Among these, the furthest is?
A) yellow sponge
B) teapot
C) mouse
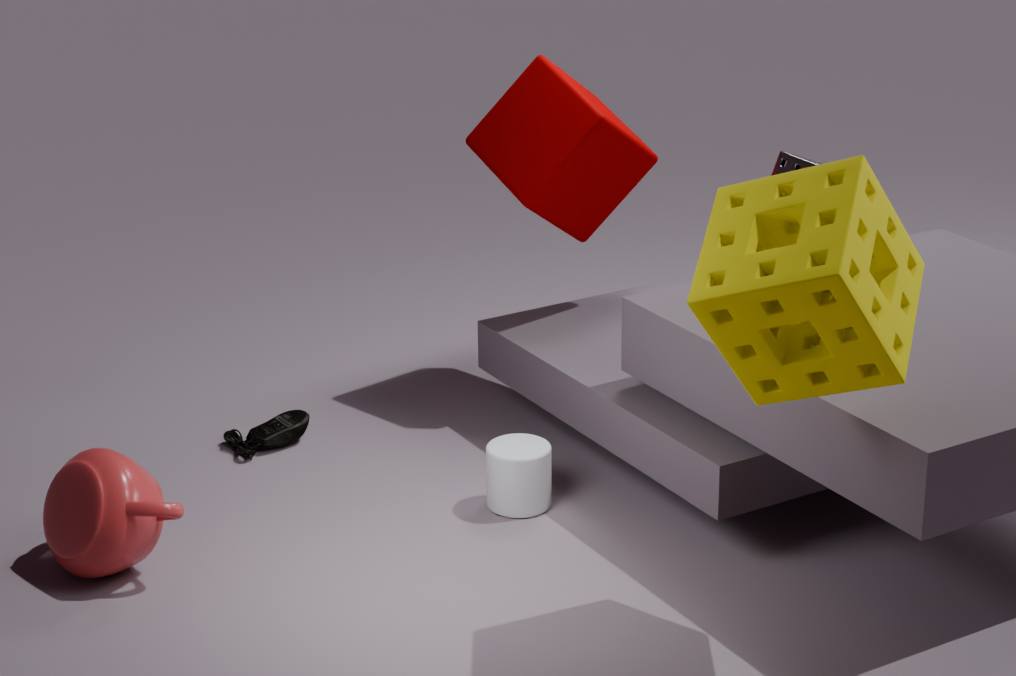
C. mouse
